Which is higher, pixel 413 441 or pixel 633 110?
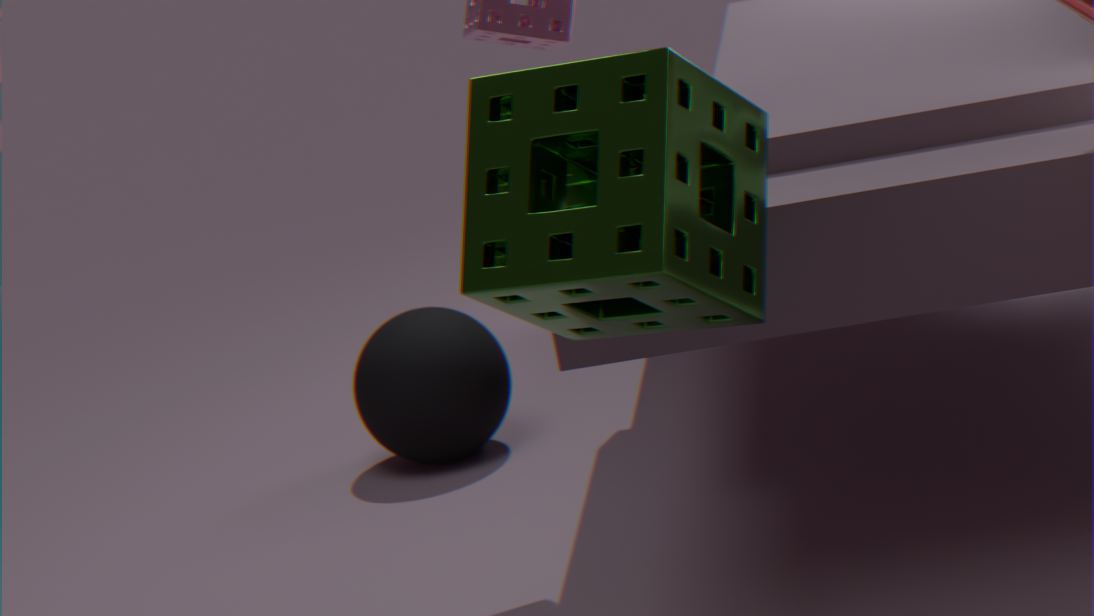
pixel 633 110
